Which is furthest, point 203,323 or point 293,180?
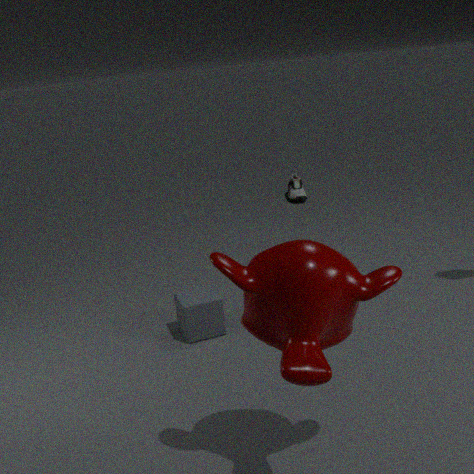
point 293,180
